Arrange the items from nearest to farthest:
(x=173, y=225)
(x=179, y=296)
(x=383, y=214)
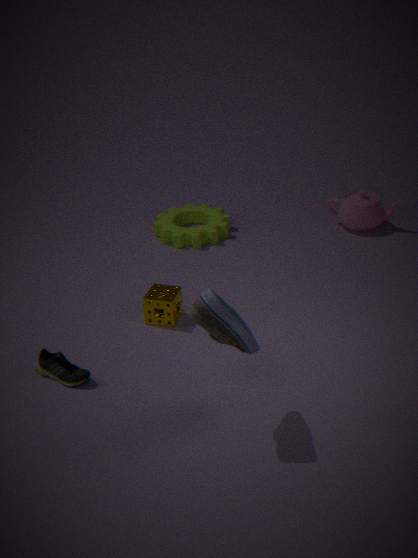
(x=179, y=296) < (x=383, y=214) < (x=173, y=225)
